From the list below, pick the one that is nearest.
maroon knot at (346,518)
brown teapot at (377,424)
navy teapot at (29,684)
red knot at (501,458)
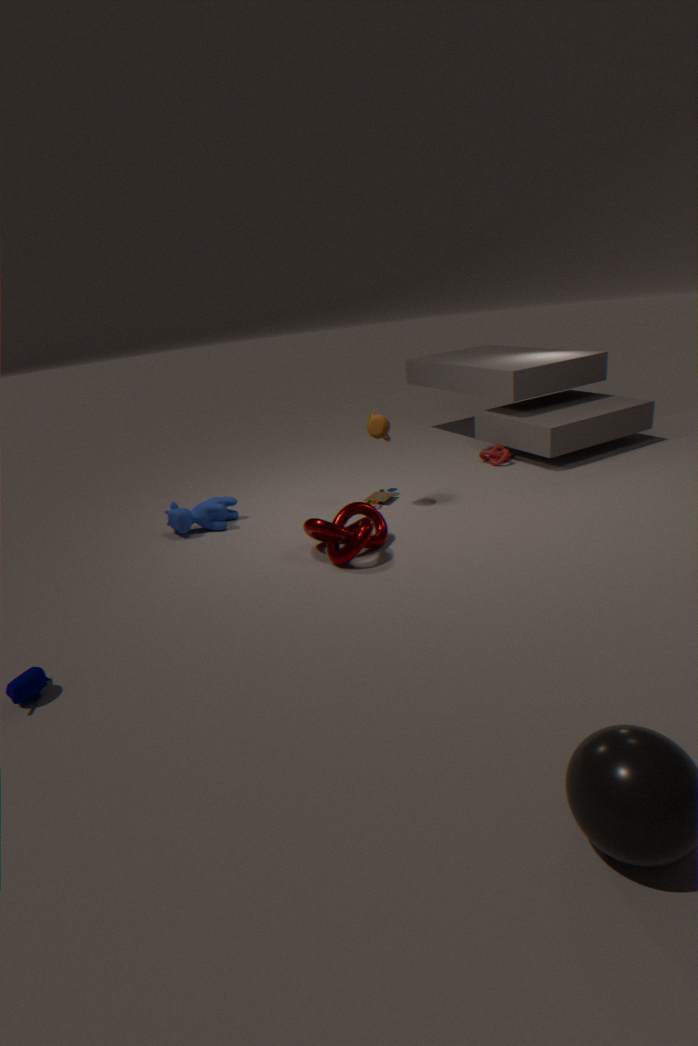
navy teapot at (29,684)
